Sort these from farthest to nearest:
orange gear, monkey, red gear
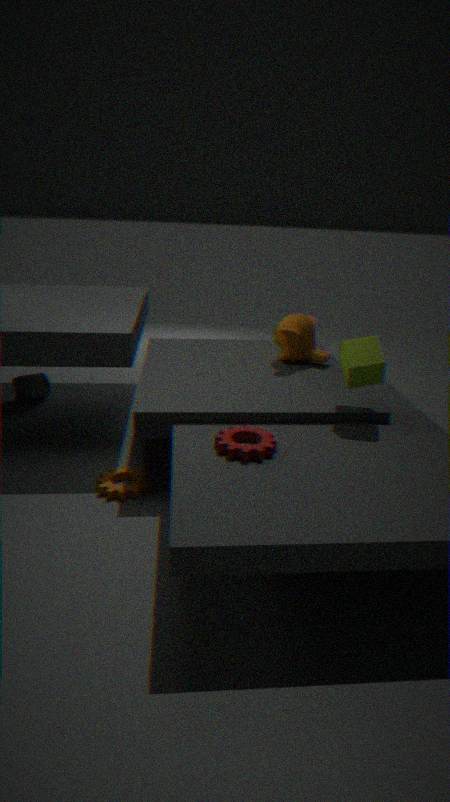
monkey → orange gear → red gear
